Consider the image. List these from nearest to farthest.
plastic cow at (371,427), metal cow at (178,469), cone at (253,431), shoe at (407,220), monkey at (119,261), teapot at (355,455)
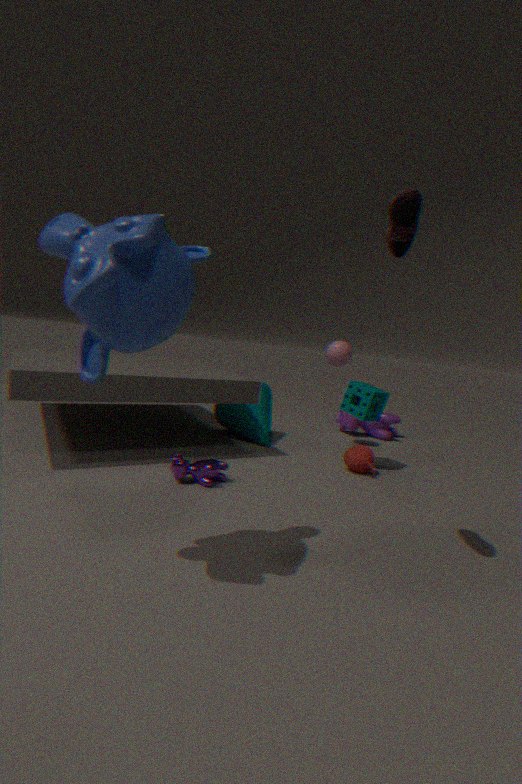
monkey at (119,261) < shoe at (407,220) < metal cow at (178,469) < teapot at (355,455) < cone at (253,431) < plastic cow at (371,427)
